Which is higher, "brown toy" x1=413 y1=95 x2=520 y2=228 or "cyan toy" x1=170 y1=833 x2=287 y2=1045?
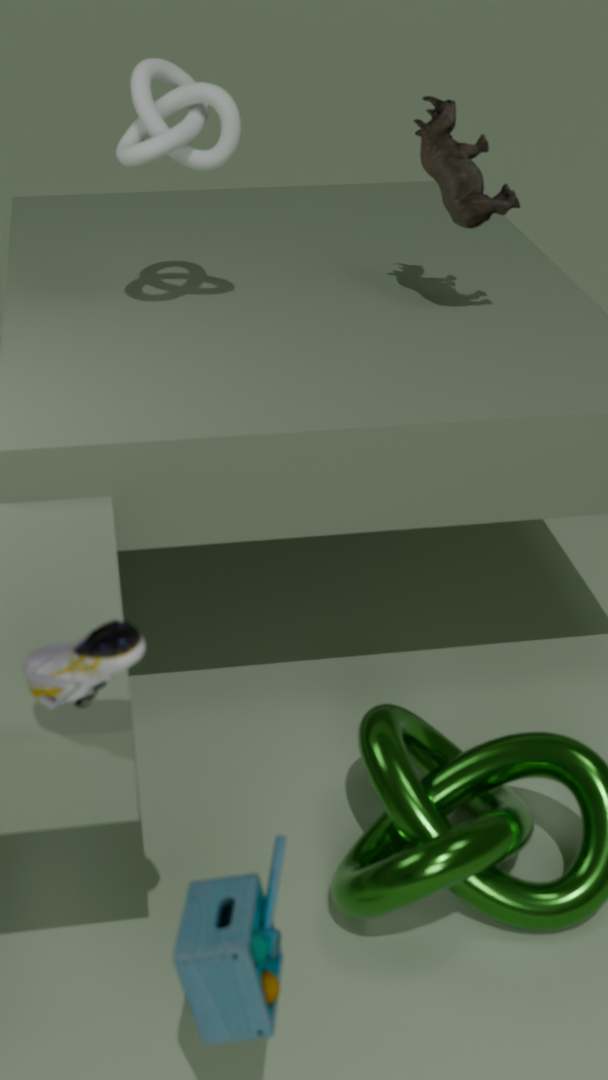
"brown toy" x1=413 y1=95 x2=520 y2=228
